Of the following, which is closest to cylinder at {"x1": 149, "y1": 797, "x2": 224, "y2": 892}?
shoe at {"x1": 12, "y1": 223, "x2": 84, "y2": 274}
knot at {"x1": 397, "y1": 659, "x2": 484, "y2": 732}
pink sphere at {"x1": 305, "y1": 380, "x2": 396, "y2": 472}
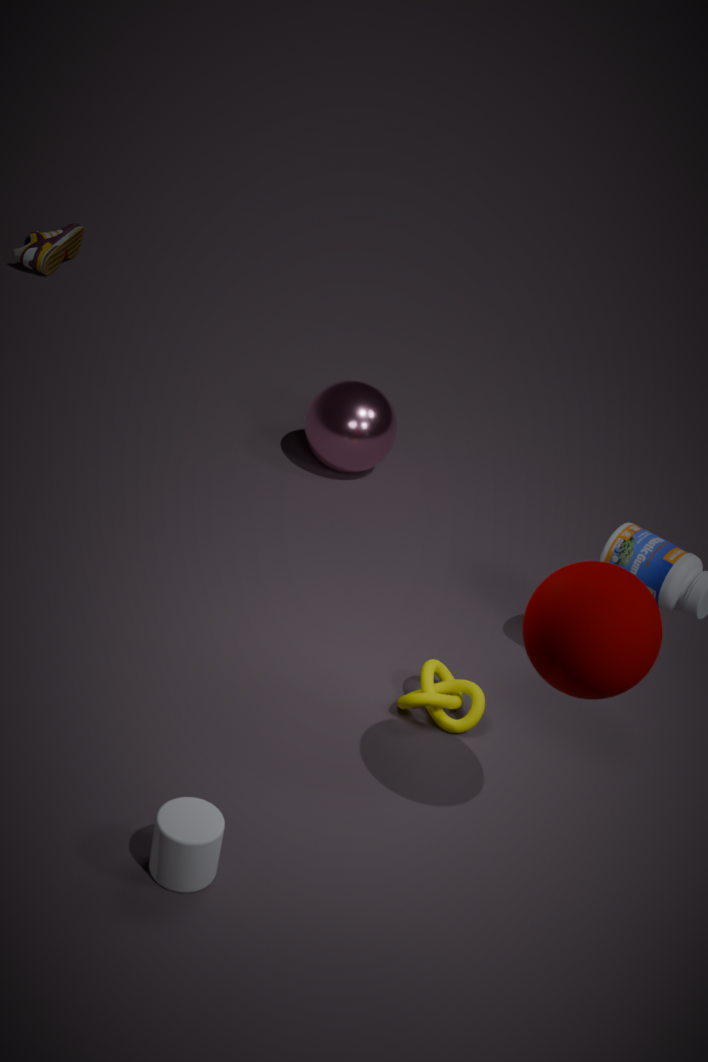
knot at {"x1": 397, "y1": 659, "x2": 484, "y2": 732}
